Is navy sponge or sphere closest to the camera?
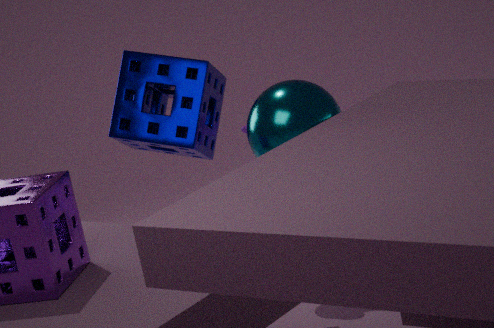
sphere
